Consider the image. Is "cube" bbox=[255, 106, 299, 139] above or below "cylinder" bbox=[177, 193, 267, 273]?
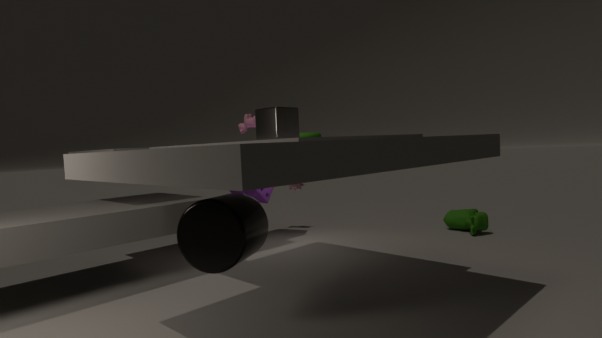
above
